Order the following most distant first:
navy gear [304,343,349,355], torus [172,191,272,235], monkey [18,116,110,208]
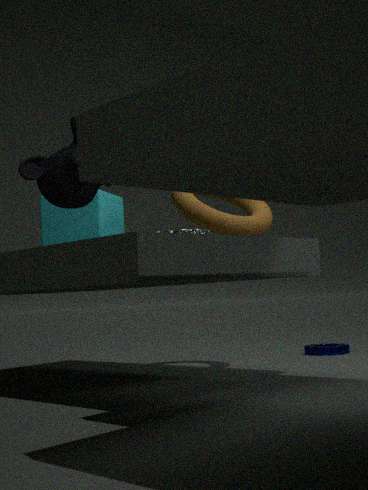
navy gear [304,343,349,355], torus [172,191,272,235], monkey [18,116,110,208]
